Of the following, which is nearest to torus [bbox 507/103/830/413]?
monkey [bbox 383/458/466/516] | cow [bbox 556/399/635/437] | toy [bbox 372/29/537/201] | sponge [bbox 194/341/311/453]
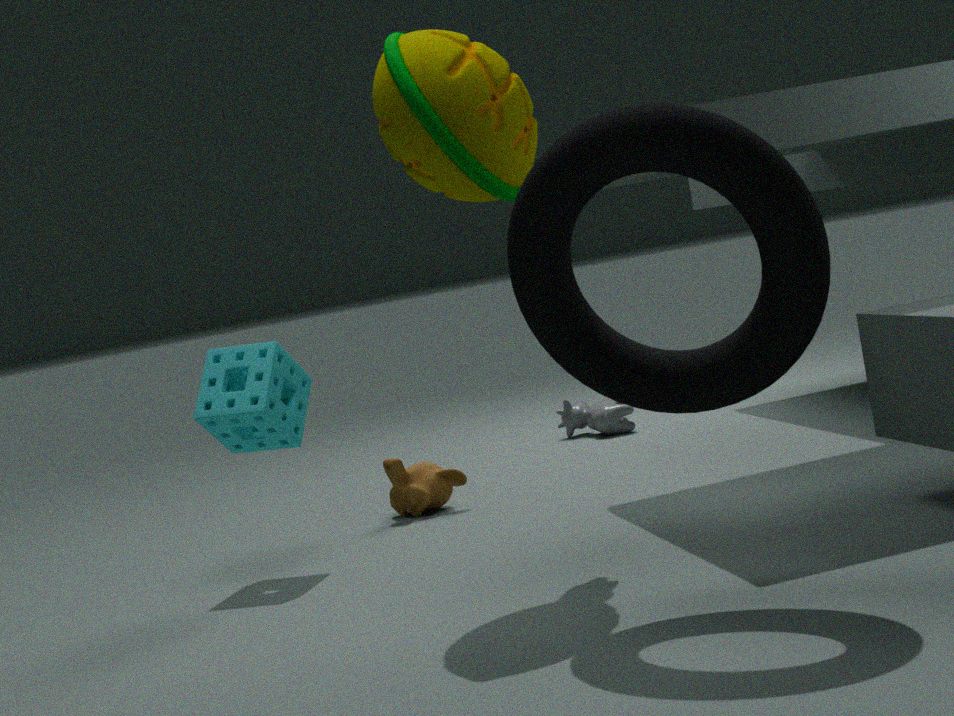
toy [bbox 372/29/537/201]
